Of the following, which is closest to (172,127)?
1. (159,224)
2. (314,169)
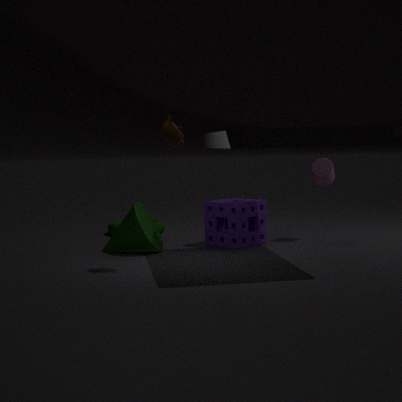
(314,169)
